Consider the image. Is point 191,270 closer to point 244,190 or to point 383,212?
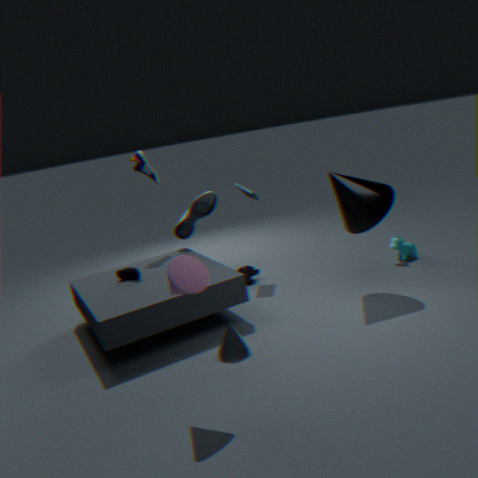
point 383,212
